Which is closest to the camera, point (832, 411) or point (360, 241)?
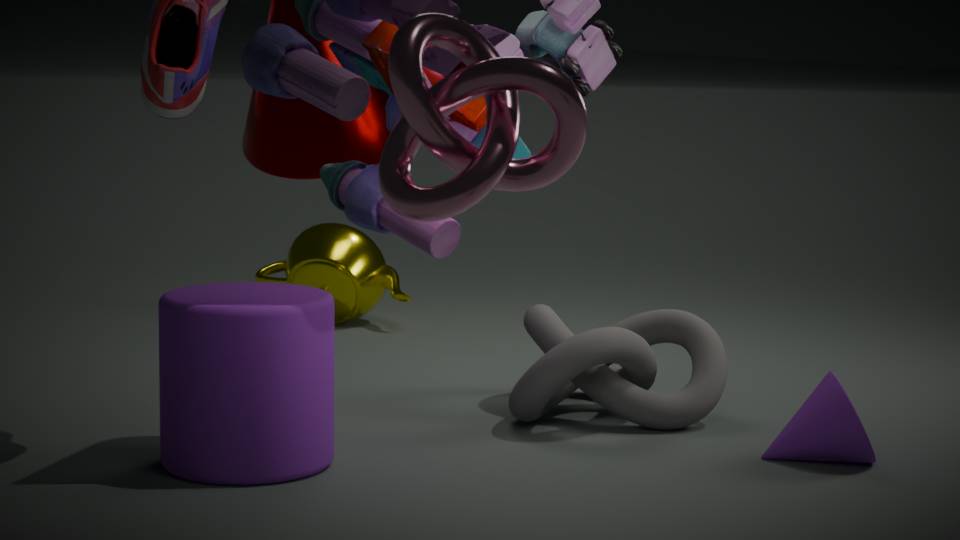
point (832, 411)
